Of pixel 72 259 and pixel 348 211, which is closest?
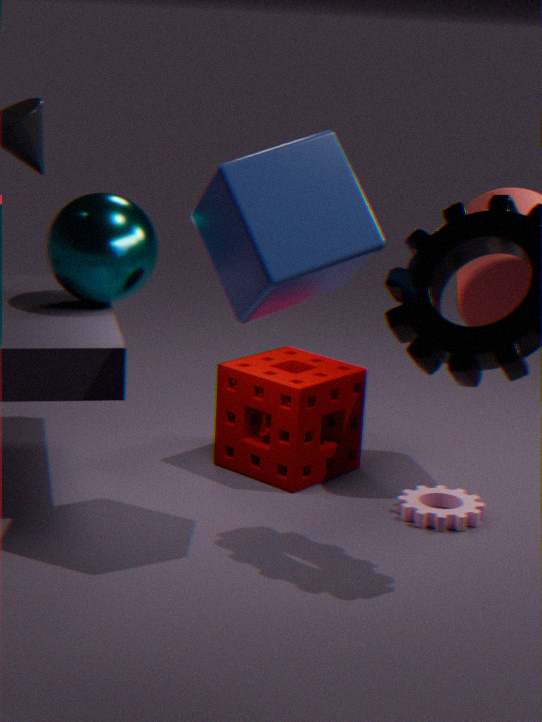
pixel 348 211
